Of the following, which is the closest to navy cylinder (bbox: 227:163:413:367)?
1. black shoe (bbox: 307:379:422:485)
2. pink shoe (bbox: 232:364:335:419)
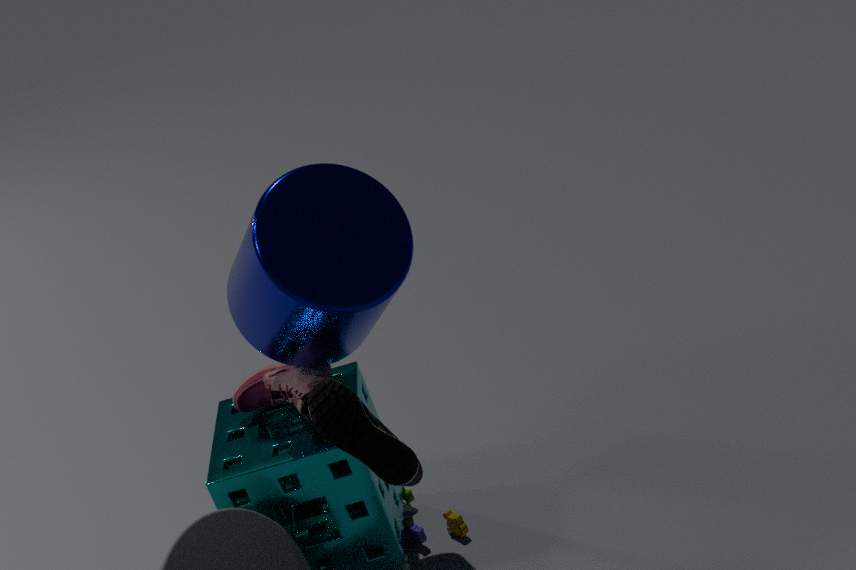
pink shoe (bbox: 232:364:335:419)
